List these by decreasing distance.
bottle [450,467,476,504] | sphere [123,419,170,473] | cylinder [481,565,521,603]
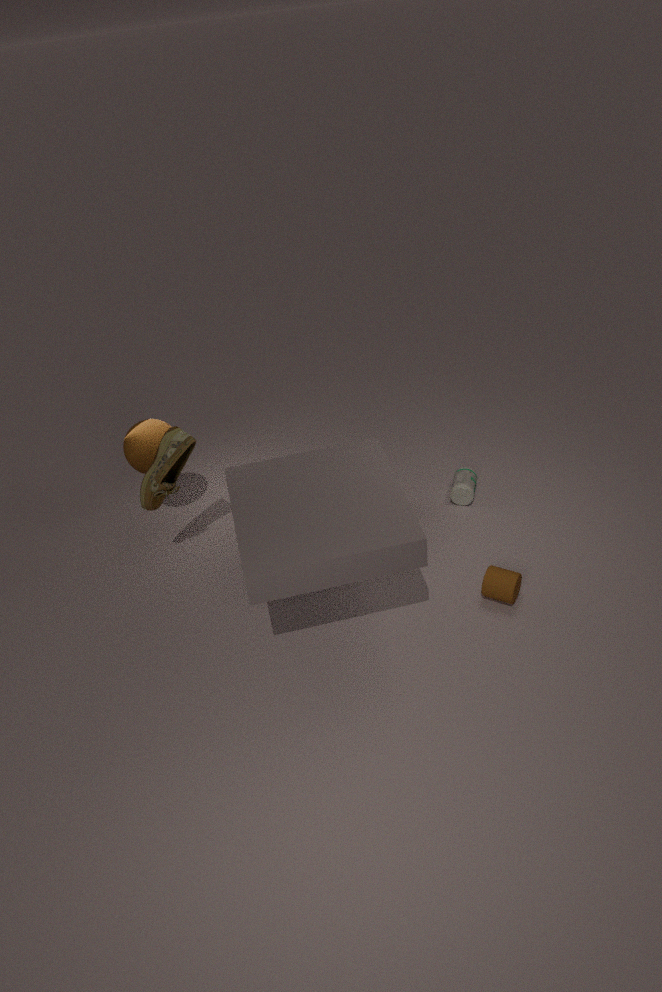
bottle [450,467,476,504] → sphere [123,419,170,473] → cylinder [481,565,521,603]
